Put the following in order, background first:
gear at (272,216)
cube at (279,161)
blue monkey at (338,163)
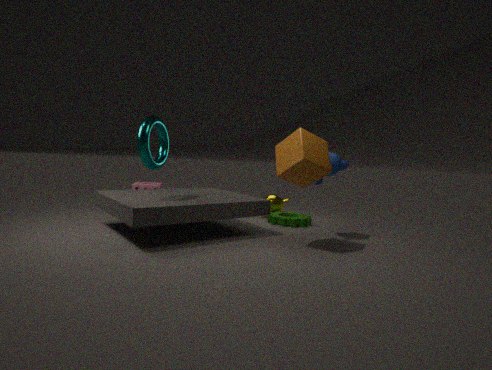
gear at (272,216)
blue monkey at (338,163)
cube at (279,161)
